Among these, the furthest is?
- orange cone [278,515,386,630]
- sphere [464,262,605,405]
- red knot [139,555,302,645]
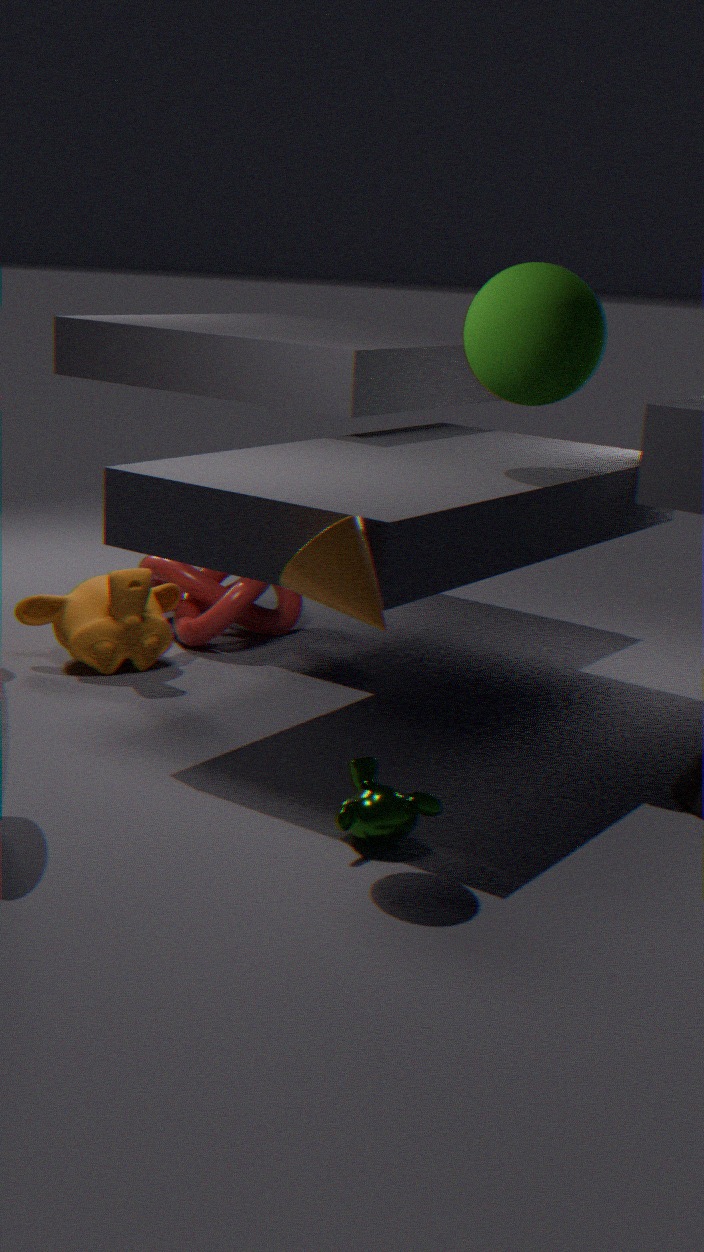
red knot [139,555,302,645]
